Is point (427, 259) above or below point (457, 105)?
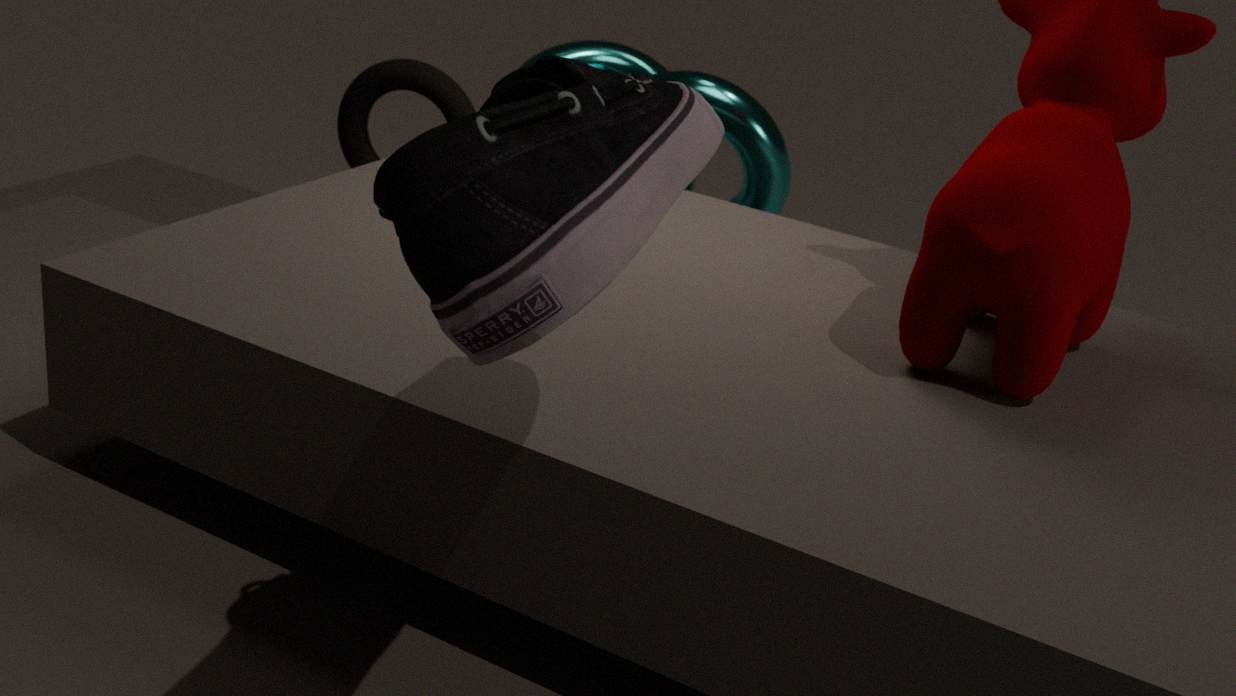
above
